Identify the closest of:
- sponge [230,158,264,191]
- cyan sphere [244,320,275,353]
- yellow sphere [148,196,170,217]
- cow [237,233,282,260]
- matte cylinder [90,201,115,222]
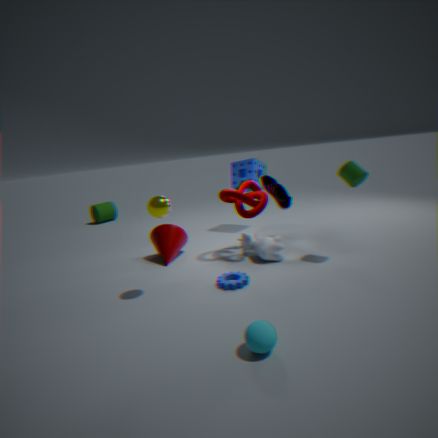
cyan sphere [244,320,275,353]
